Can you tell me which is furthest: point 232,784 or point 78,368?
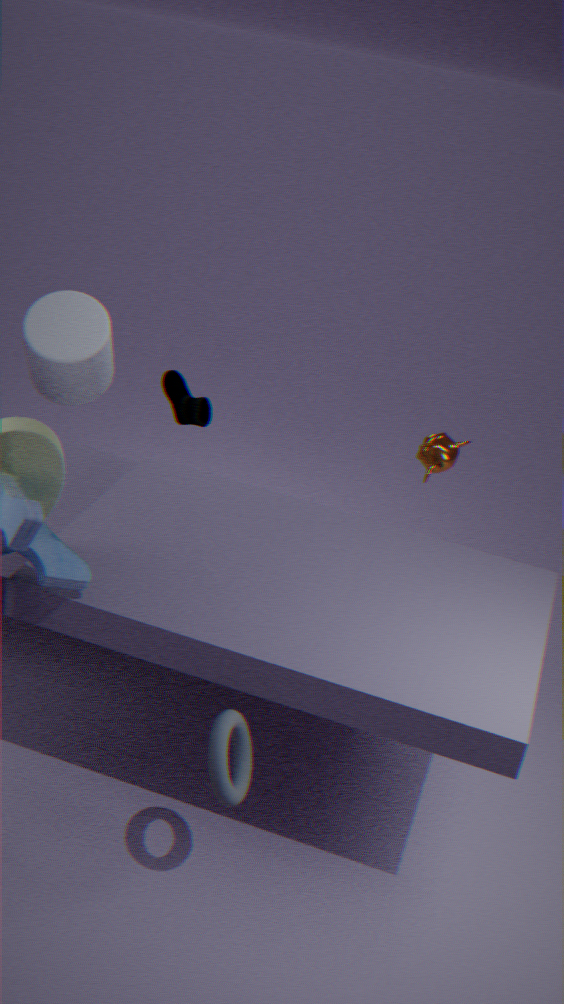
point 78,368
